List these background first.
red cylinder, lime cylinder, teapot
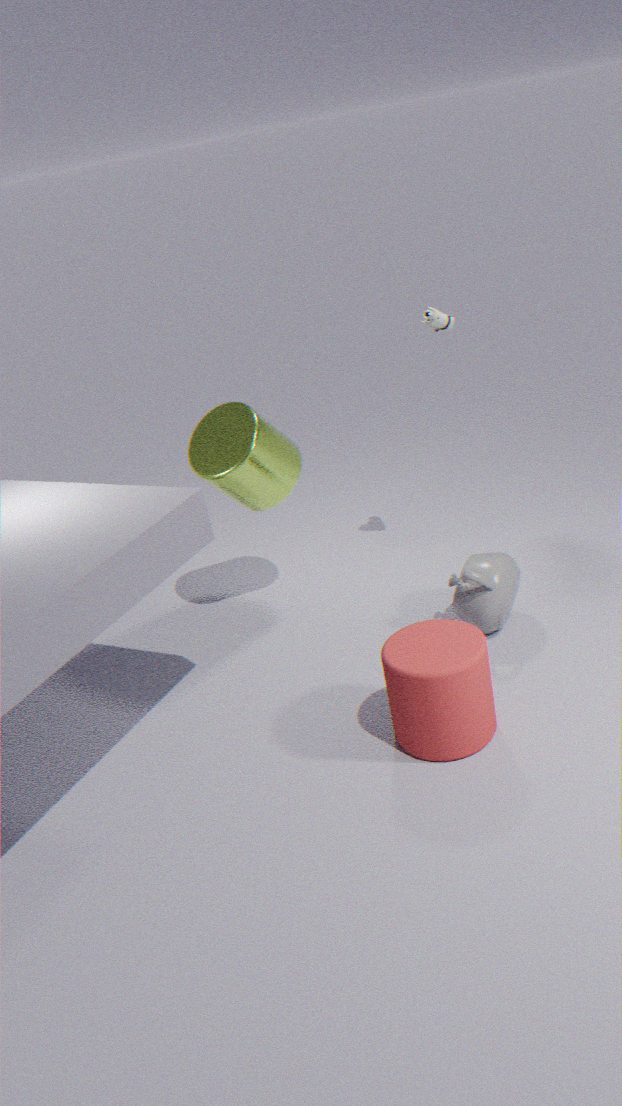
lime cylinder < teapot < red cylinder
